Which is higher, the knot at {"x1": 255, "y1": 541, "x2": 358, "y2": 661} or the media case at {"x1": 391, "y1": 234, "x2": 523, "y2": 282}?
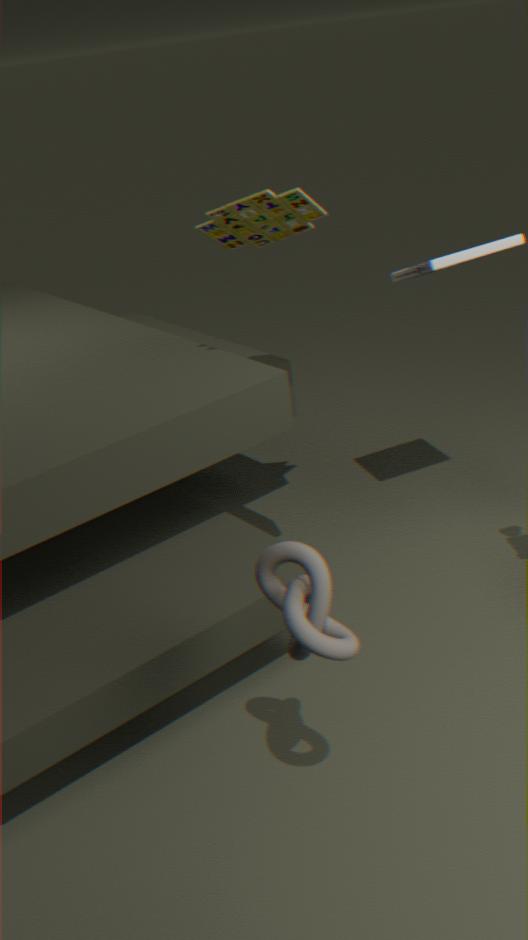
the media case at {"x1": 391, "y1": 234, "x2": 523, "y2": 282}
